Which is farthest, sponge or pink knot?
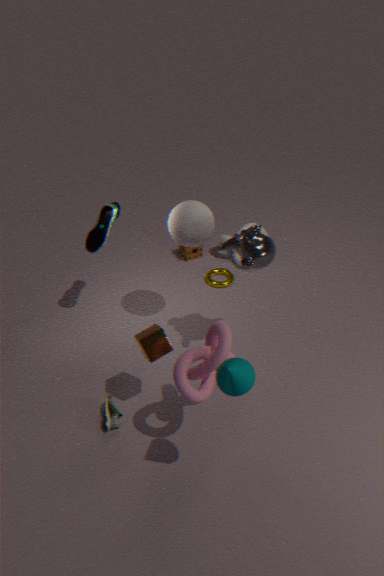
sponge
